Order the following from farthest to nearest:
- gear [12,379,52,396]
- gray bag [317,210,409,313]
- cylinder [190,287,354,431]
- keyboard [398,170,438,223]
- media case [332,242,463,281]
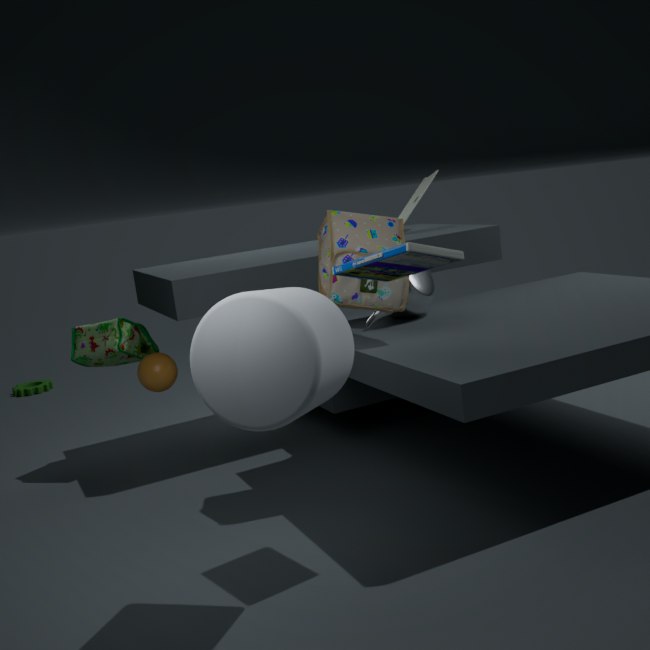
gear [12,379,52,396] → keyboard [398,170,438,223] → gray bag [317,210,409,313] → media case [332,242,463,281] → cylinder [190,287,354,431]
